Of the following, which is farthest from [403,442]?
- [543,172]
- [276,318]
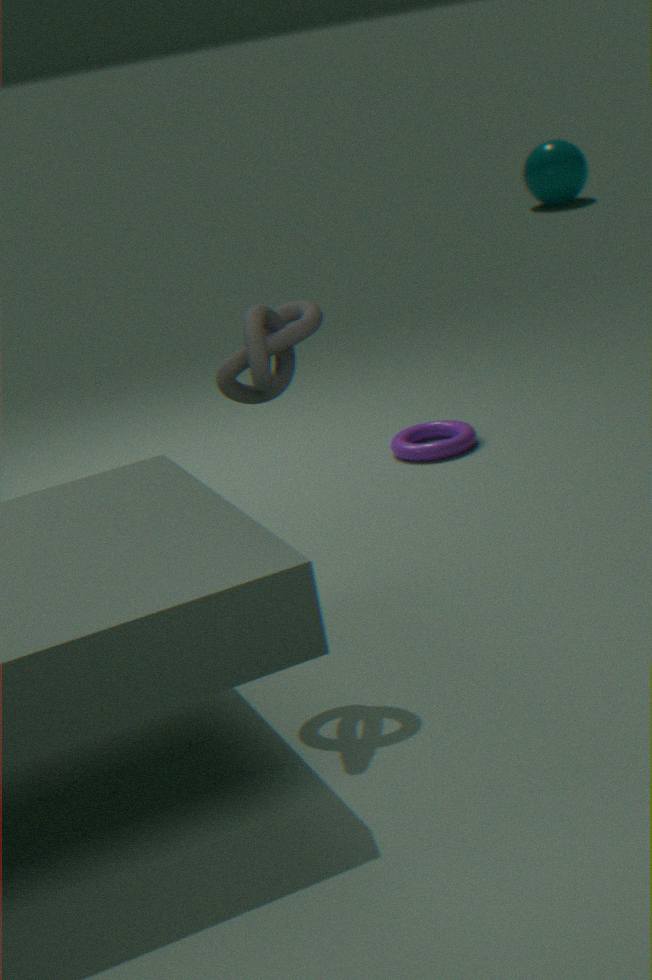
[543,172]
